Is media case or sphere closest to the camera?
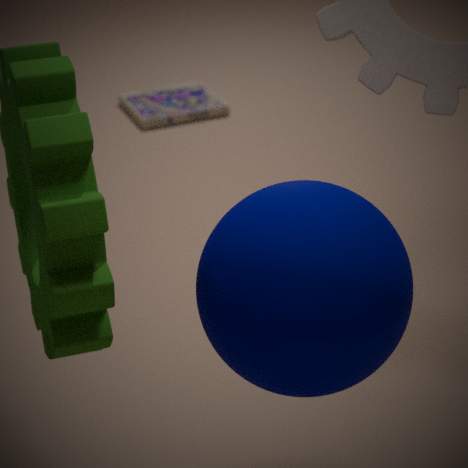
sphere
